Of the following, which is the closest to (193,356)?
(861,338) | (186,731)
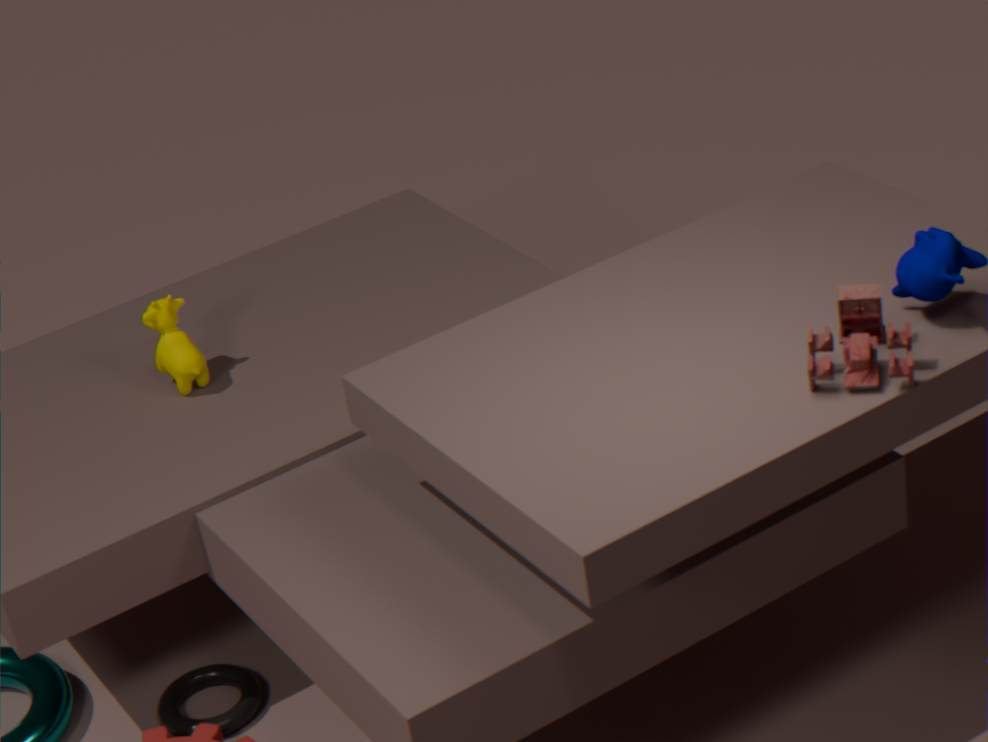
(186,731)
